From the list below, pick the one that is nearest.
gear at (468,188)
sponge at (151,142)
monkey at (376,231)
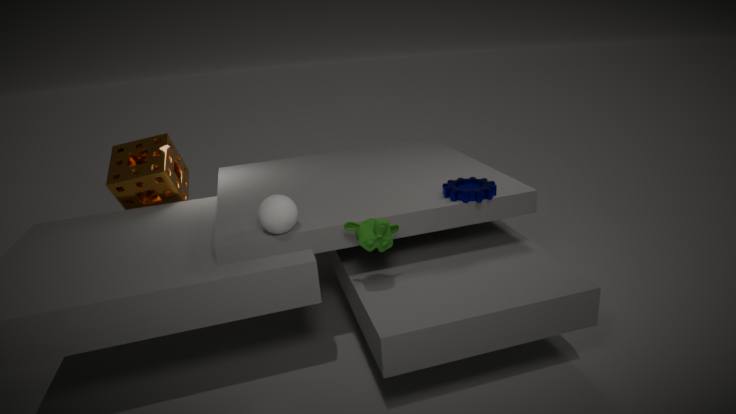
monkey at (376,231)
